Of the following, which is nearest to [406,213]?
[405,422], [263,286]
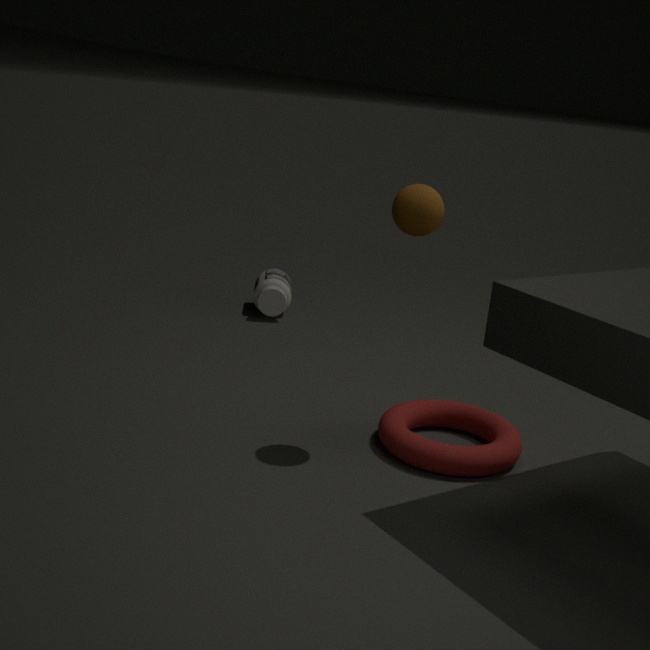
[405,422]
